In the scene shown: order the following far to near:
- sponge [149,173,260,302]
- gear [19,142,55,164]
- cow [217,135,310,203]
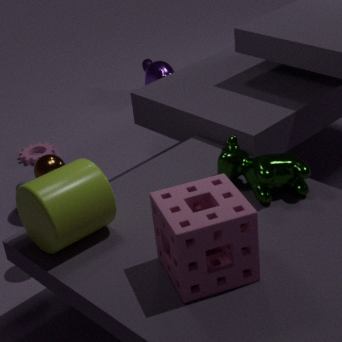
gear [19,142,55,164]
cow [217,135,310,203]
sponge [149,173,260,302]
